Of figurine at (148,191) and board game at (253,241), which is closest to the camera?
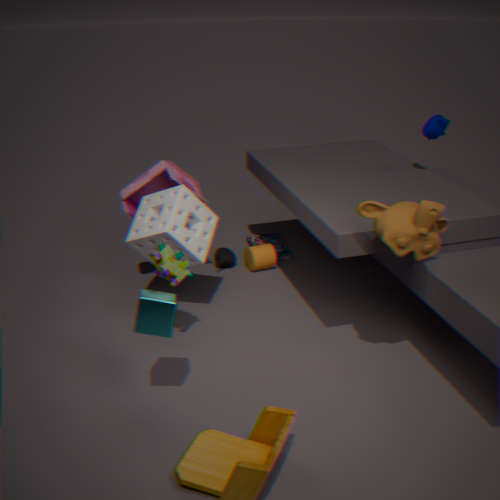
figurine at (148,191)
